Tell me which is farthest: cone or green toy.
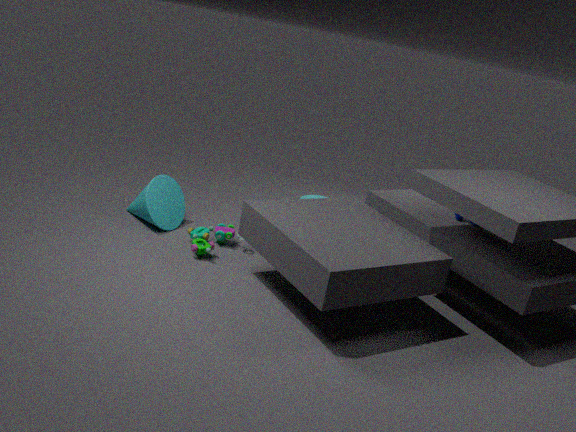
cone
